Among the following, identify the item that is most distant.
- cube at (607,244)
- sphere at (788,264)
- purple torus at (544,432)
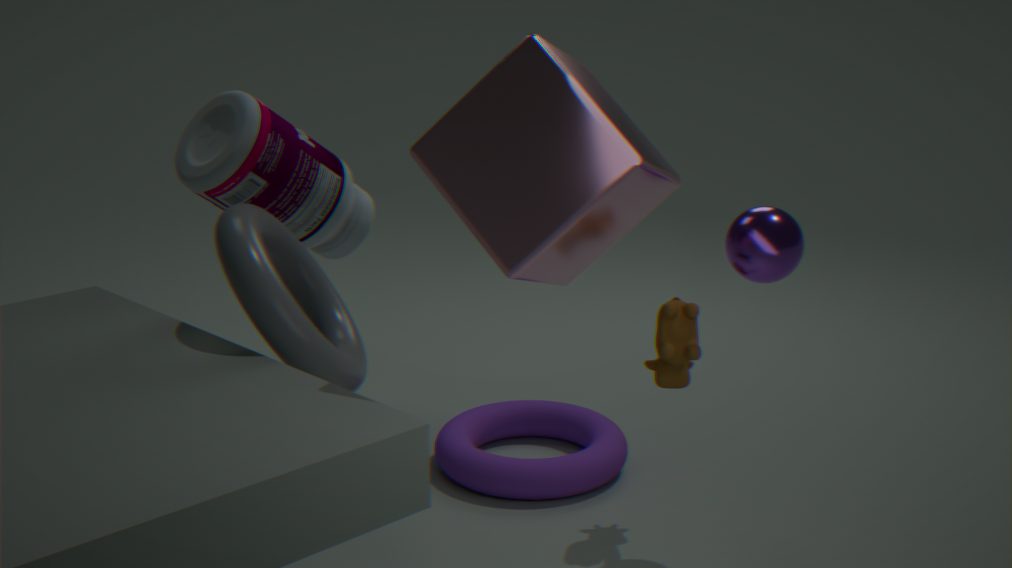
purple torus at (544,432)
